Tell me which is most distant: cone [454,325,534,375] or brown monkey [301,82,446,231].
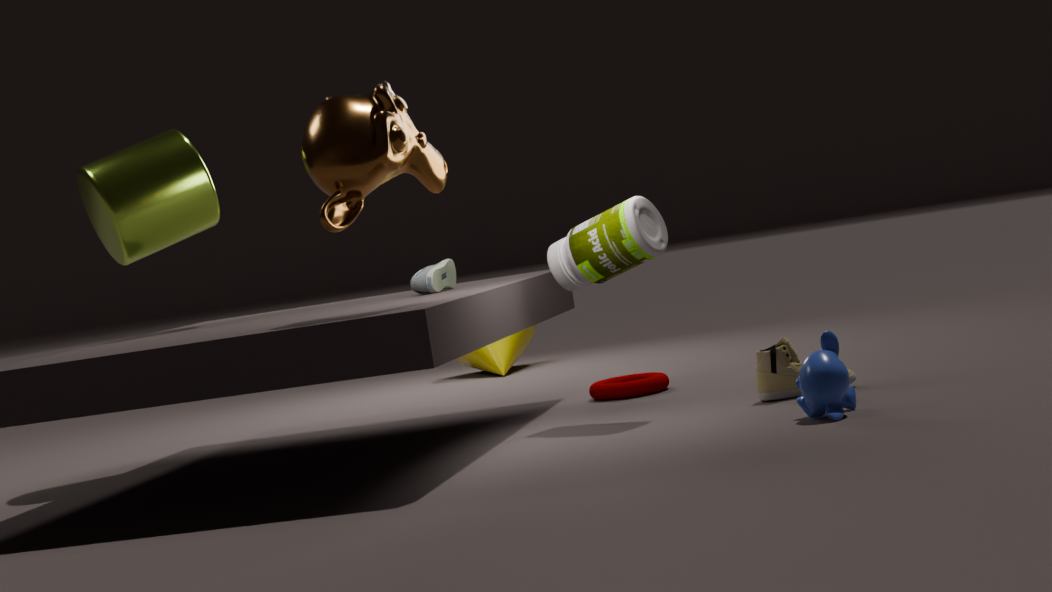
cone [454,325,534,375]
